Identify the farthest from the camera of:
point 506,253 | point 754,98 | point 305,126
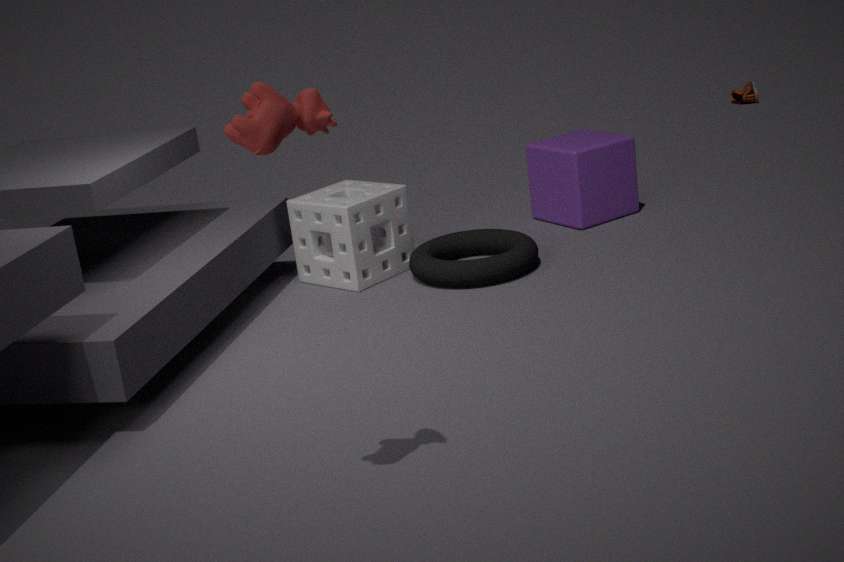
point 754,98
